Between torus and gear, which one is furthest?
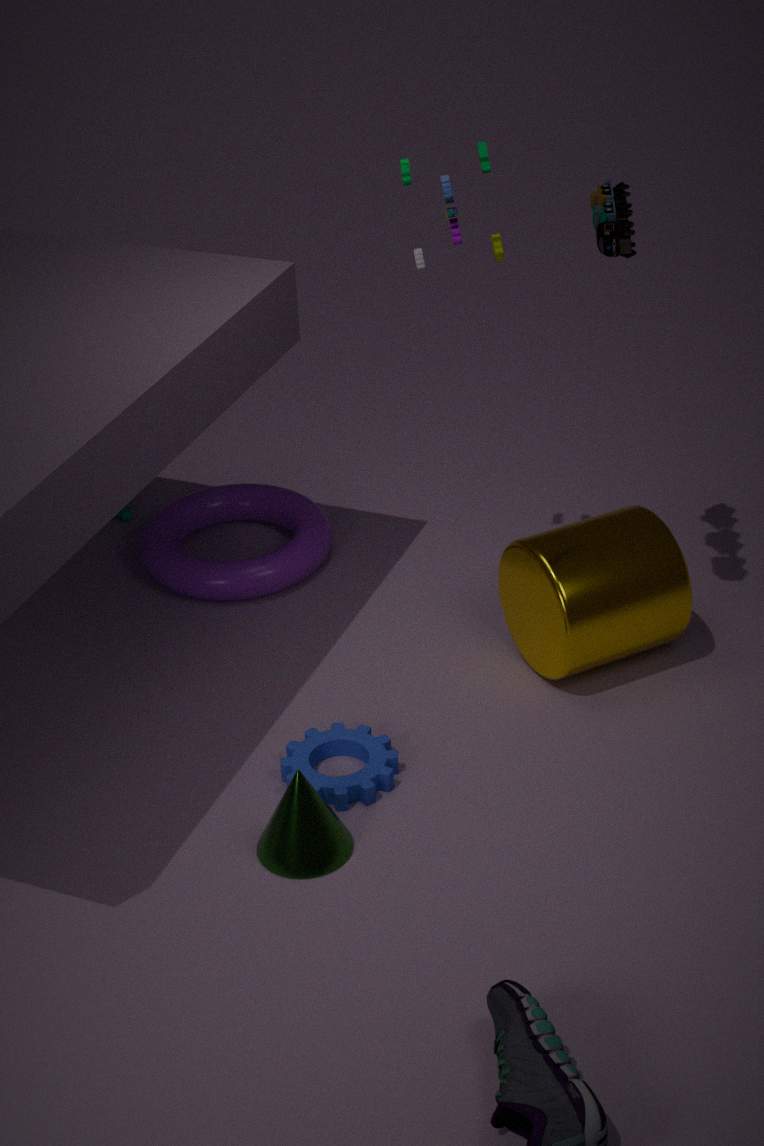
torus
